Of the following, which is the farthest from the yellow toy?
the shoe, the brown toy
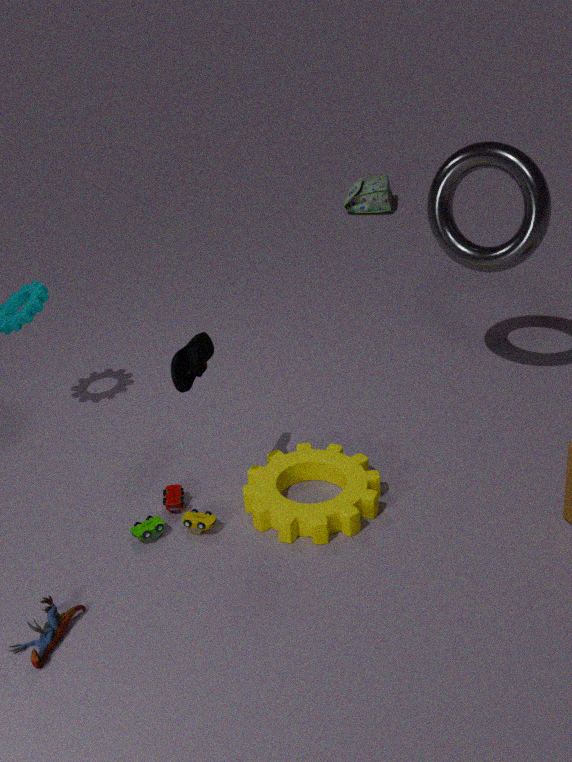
the shoe
